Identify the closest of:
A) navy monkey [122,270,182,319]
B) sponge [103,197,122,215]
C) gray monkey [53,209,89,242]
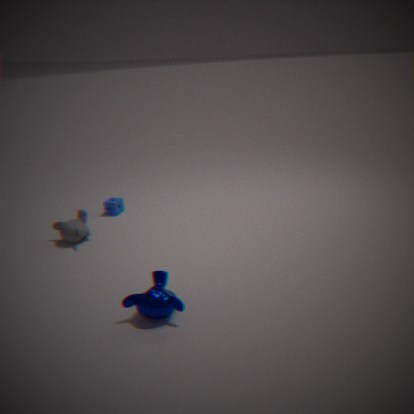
navy monkey [122,270,182,319]
